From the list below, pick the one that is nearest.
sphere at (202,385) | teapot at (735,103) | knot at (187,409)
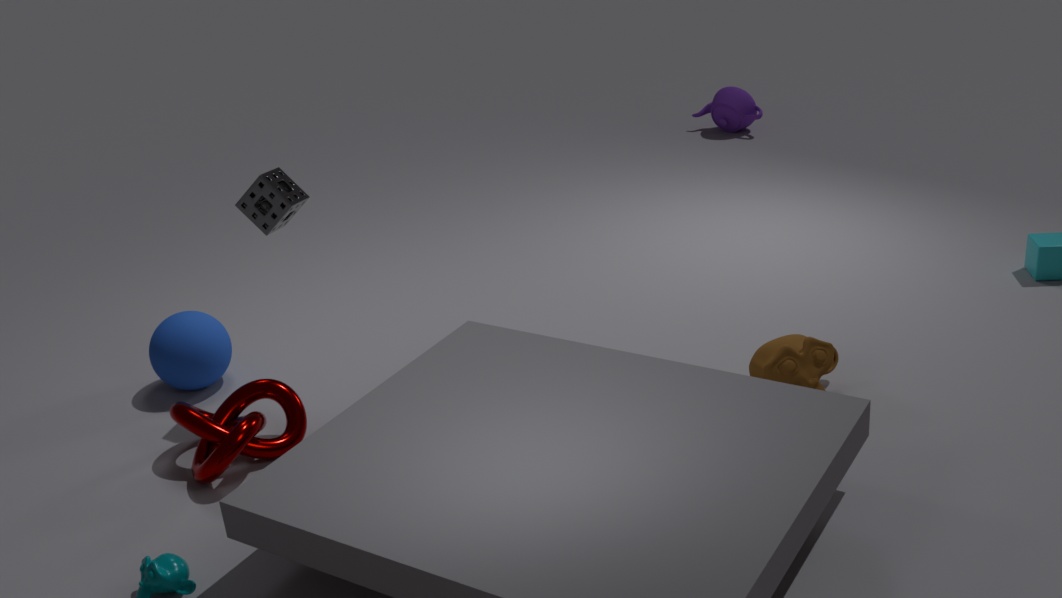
knot at (187,409)
